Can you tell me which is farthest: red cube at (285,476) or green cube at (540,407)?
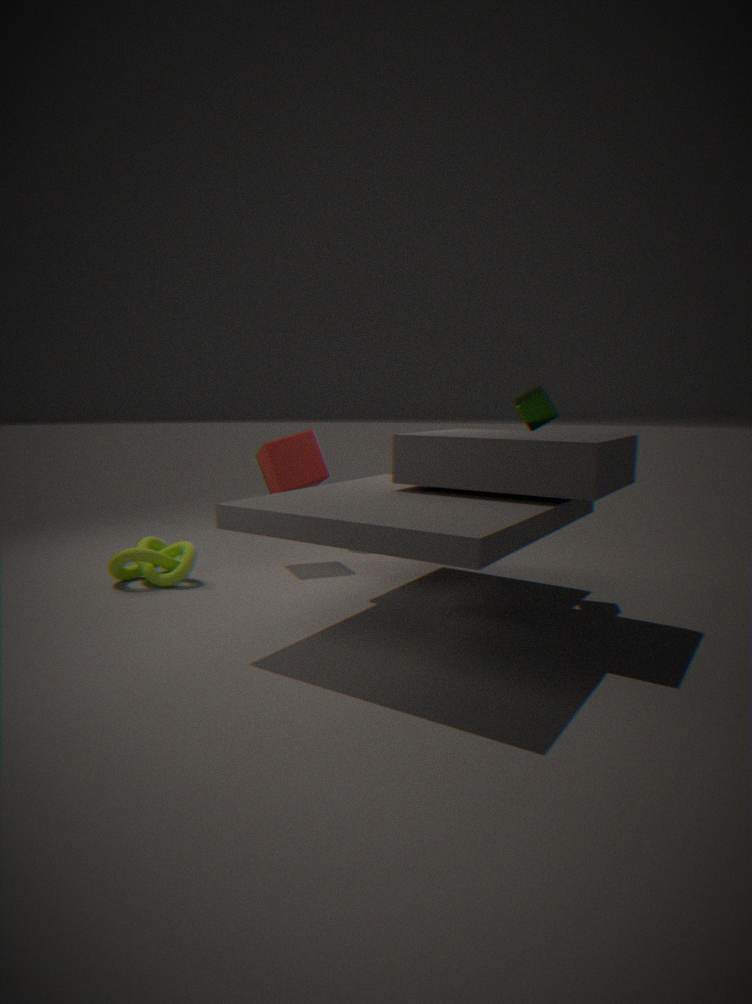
red cube at (285,476)
